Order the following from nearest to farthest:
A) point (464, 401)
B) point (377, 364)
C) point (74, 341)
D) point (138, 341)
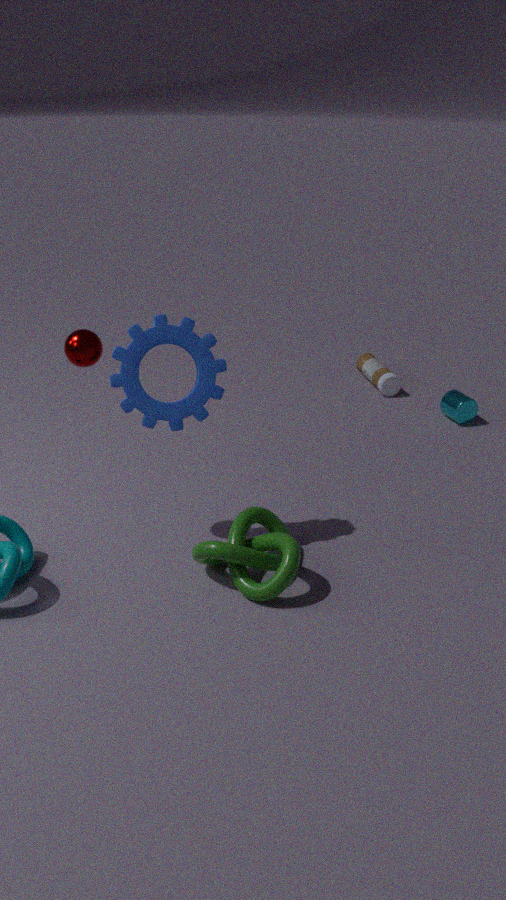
point (74, 341) < point (138, 341) < point (464, 401) < point (377, 364)
